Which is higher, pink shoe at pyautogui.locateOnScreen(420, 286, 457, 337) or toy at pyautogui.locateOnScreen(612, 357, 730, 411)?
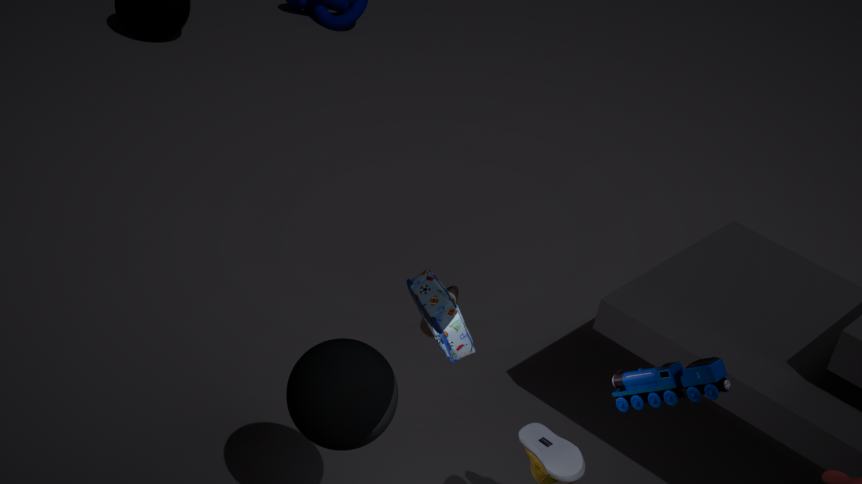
toy at pyautogui.locateOnScreen(612, 357, 730, 411)
